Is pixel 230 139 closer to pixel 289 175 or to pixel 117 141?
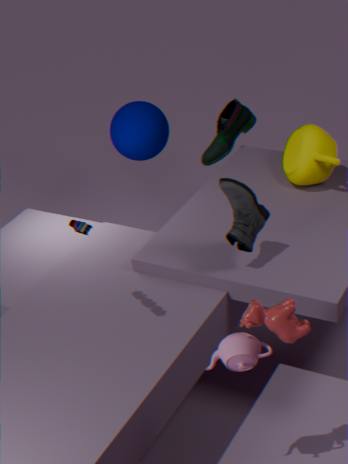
pixel 117 141
